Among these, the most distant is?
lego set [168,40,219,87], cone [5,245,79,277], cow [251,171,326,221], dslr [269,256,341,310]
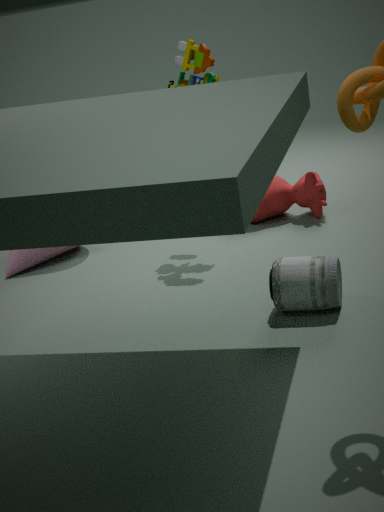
cow [251,171,326,221]
